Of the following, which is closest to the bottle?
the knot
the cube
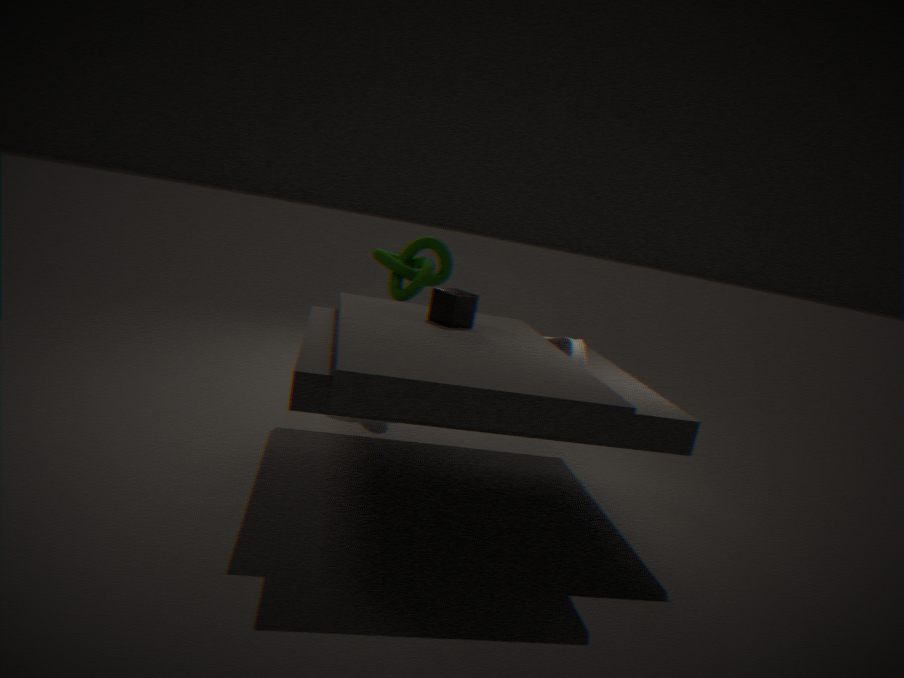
the cube
